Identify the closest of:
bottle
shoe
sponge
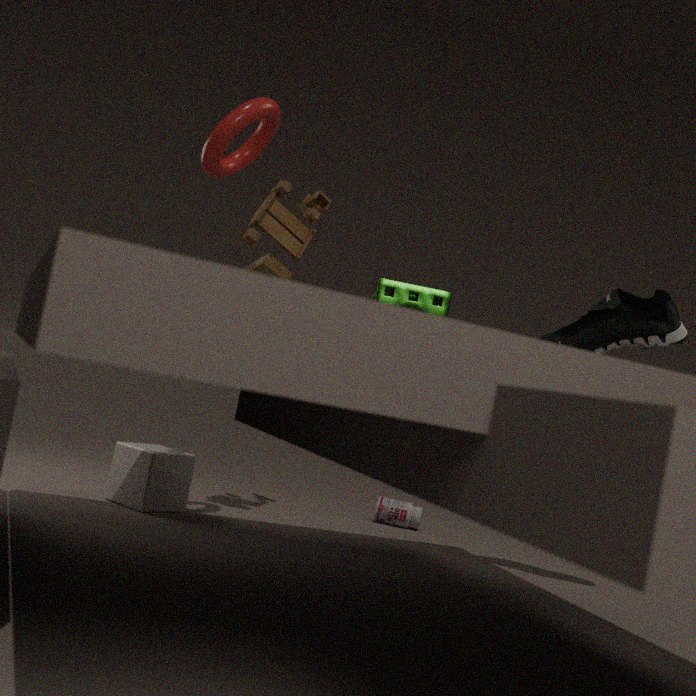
sponge
